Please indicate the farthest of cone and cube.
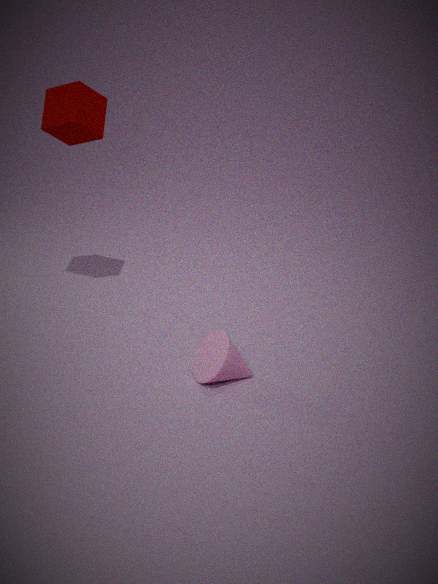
cube
